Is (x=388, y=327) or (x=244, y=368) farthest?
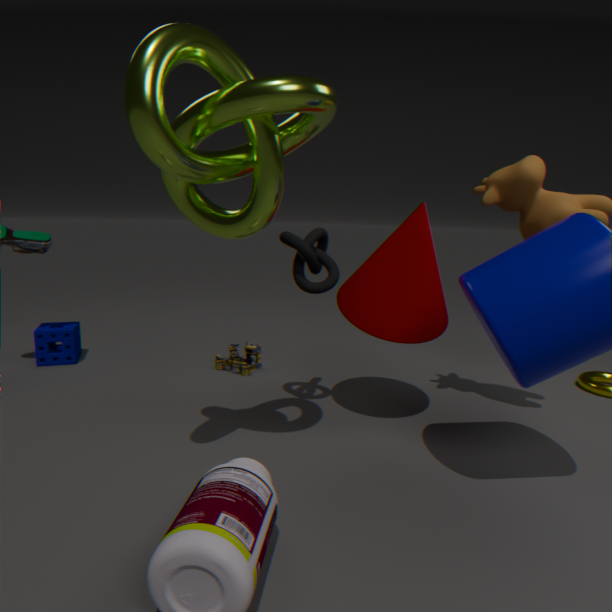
(x=244, y=368)
